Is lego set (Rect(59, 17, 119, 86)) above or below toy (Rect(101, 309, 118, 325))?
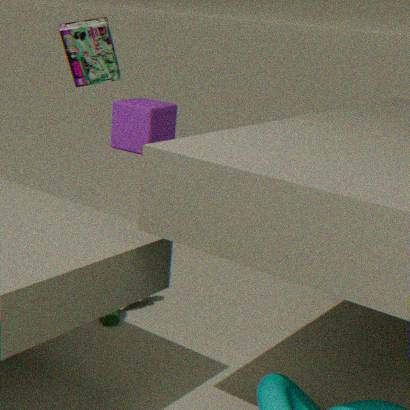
above
